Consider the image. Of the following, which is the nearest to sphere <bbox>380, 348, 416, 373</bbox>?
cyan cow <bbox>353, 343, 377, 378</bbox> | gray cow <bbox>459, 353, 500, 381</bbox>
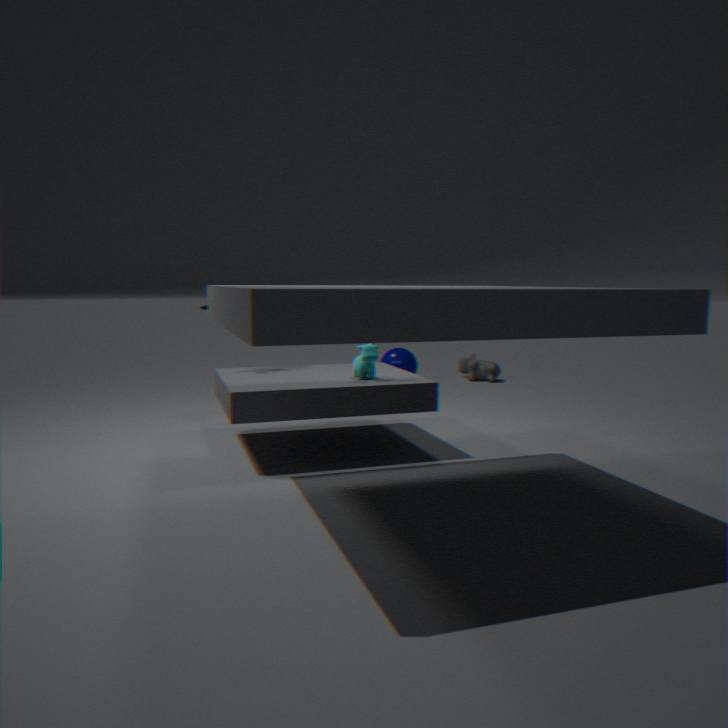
gray cow <bbox>459, 353, 500, 381</bbox>
